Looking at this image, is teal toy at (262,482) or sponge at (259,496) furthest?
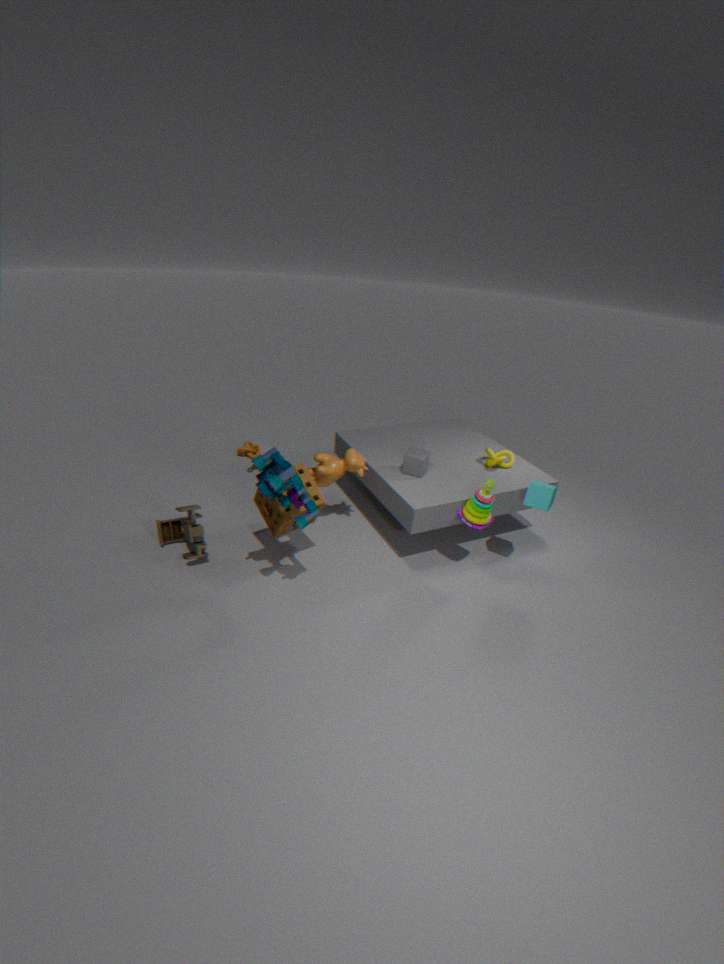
sponge at (259,496)
